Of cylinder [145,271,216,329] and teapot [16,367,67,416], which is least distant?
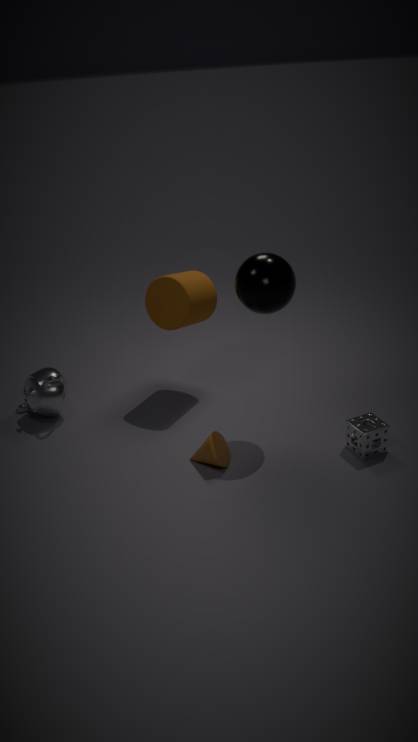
cylinder [145,271,216,329]
